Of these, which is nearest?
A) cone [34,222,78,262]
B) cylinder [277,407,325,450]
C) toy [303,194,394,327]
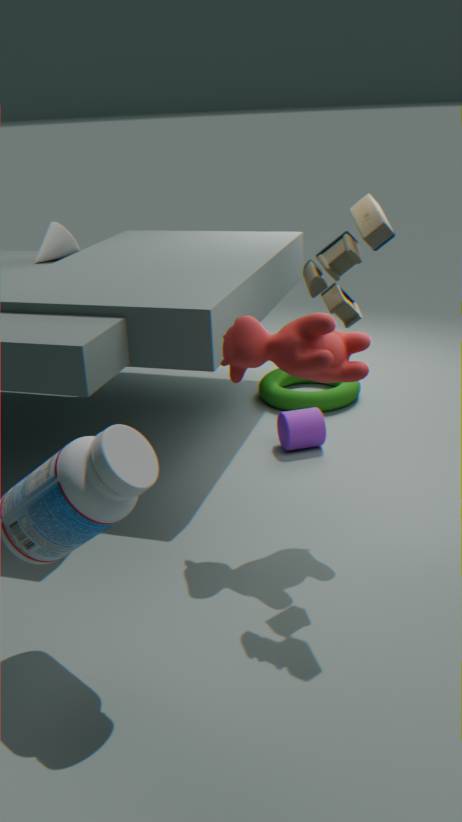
toy [303,194,394,327]
